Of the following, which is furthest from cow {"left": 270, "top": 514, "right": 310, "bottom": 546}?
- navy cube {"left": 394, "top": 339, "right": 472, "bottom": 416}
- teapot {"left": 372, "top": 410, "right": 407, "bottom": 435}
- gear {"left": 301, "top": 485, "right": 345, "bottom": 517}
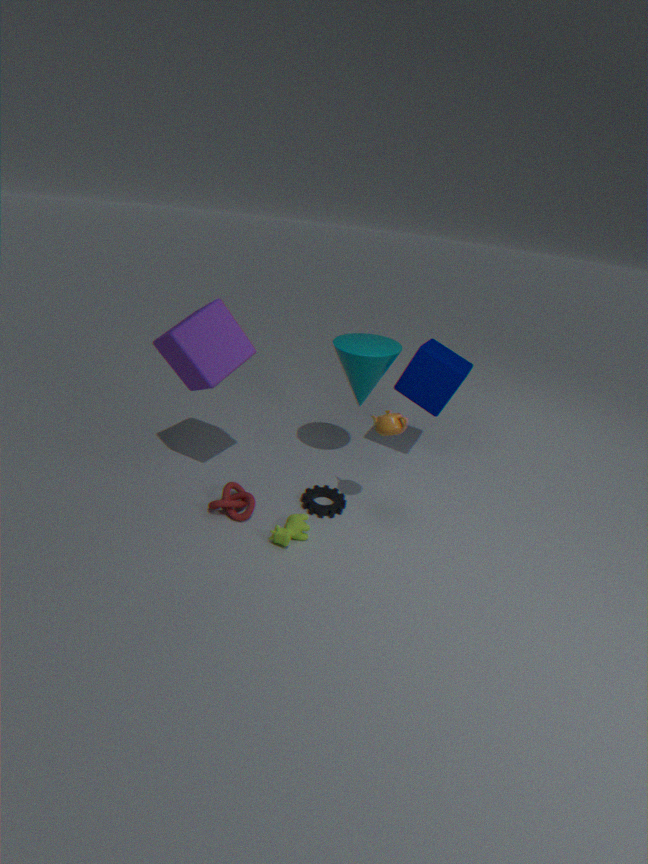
navy cube {"left": 394, "top": 339, "right": 472, "bottom": 416}
